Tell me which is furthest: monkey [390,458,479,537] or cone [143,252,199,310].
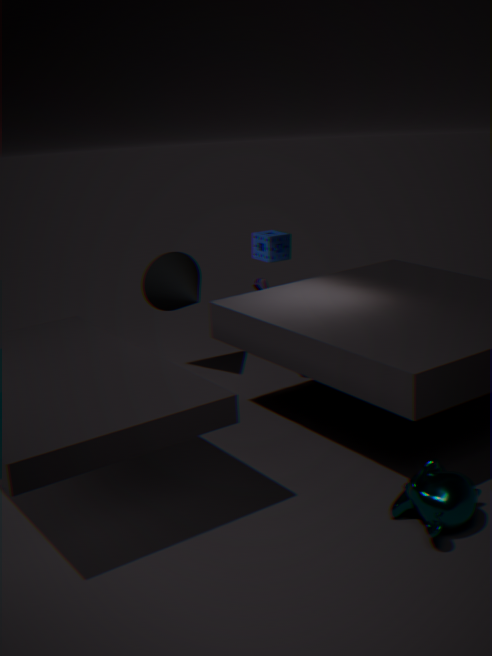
cone [143,252,199,310]
